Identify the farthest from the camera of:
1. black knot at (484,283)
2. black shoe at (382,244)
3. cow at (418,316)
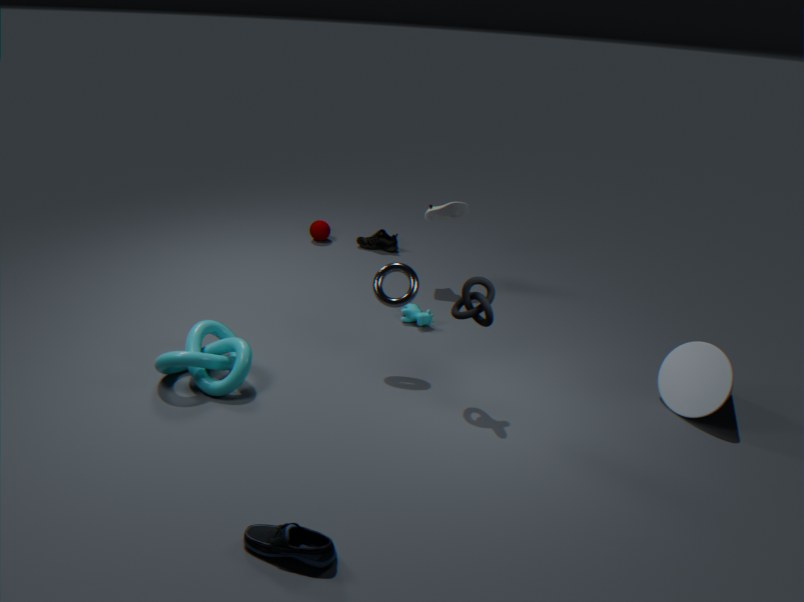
black shoe at (382,244)
